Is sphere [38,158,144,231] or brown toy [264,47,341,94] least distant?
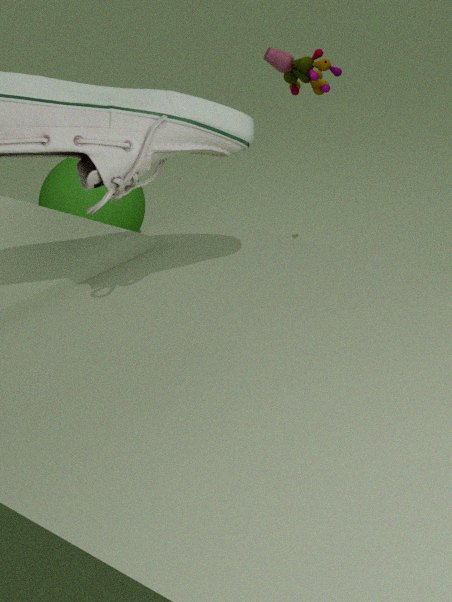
brown toy [264,47,341,94]
